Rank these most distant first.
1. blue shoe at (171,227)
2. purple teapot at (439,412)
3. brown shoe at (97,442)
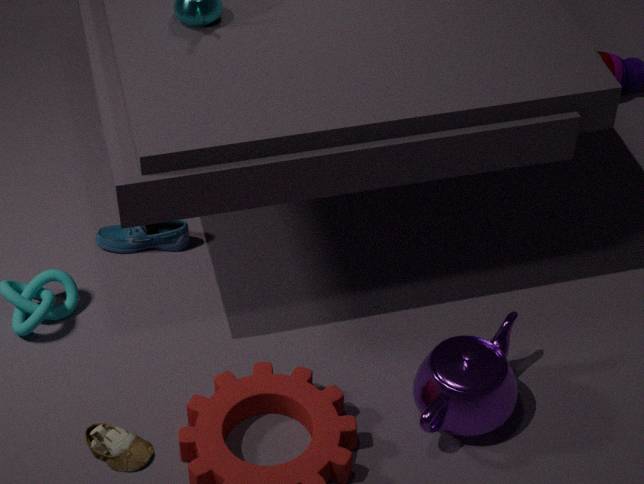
blue shoe at (171,227) < purple teapot at (439,412) < brown shoe at (97,442)
